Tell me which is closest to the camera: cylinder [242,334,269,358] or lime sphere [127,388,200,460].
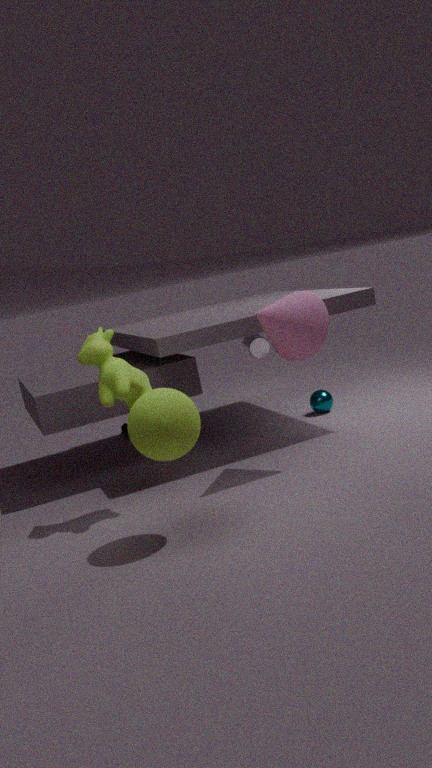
lime sphere [127,388,200,460]
